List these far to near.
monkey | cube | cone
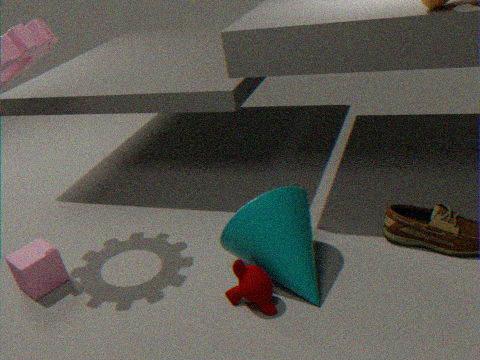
cube → cone → monkey
